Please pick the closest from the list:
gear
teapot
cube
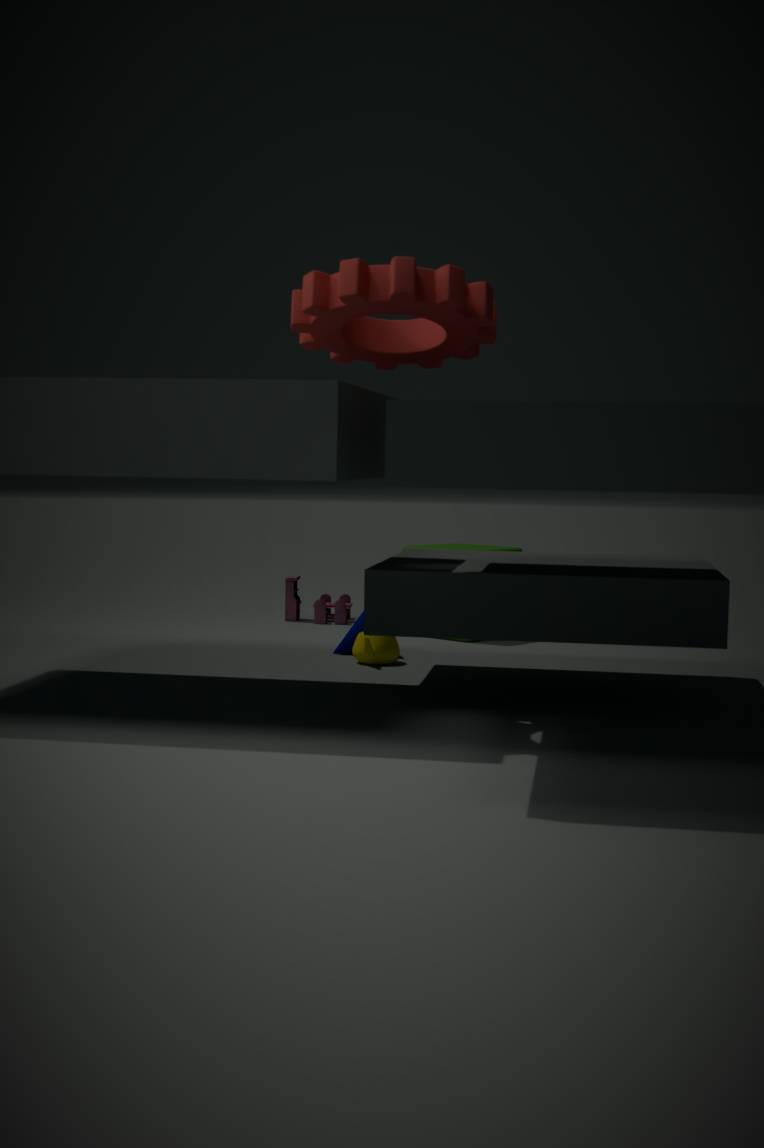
gear
